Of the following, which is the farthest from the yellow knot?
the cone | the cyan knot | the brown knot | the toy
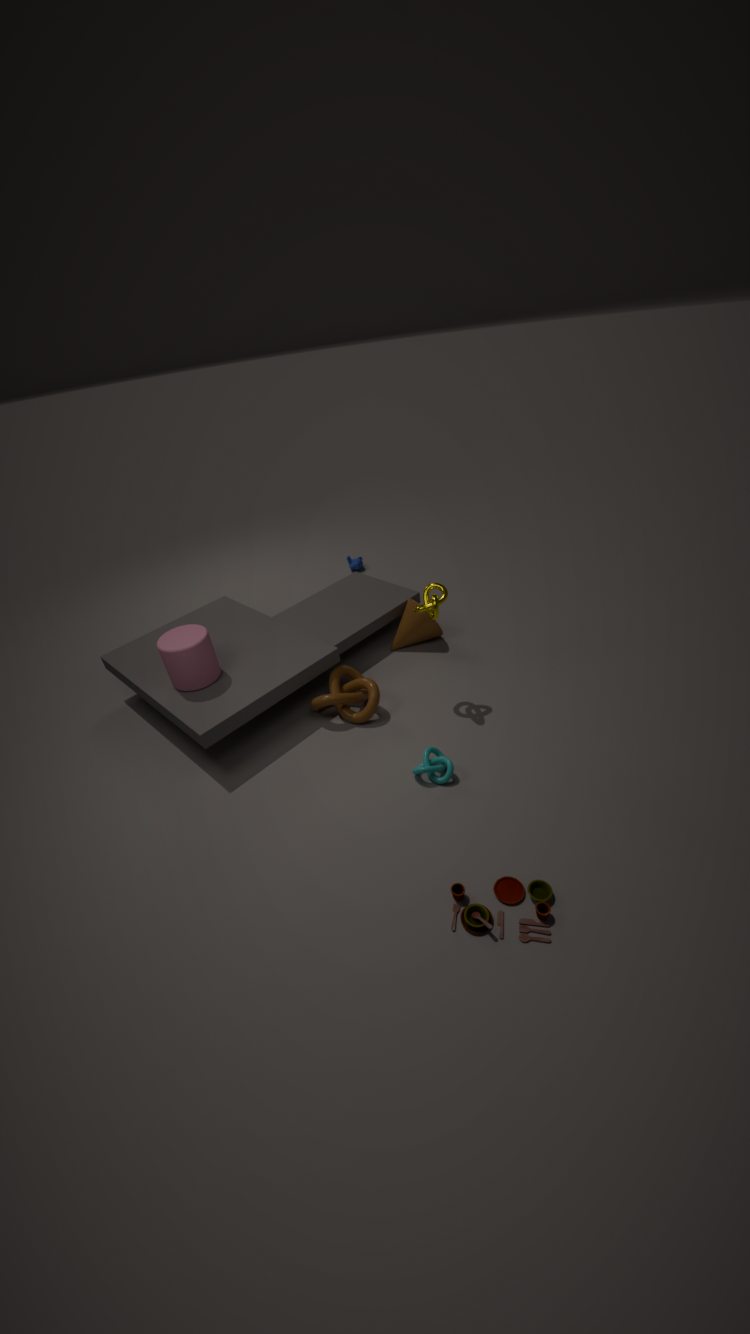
the toy
